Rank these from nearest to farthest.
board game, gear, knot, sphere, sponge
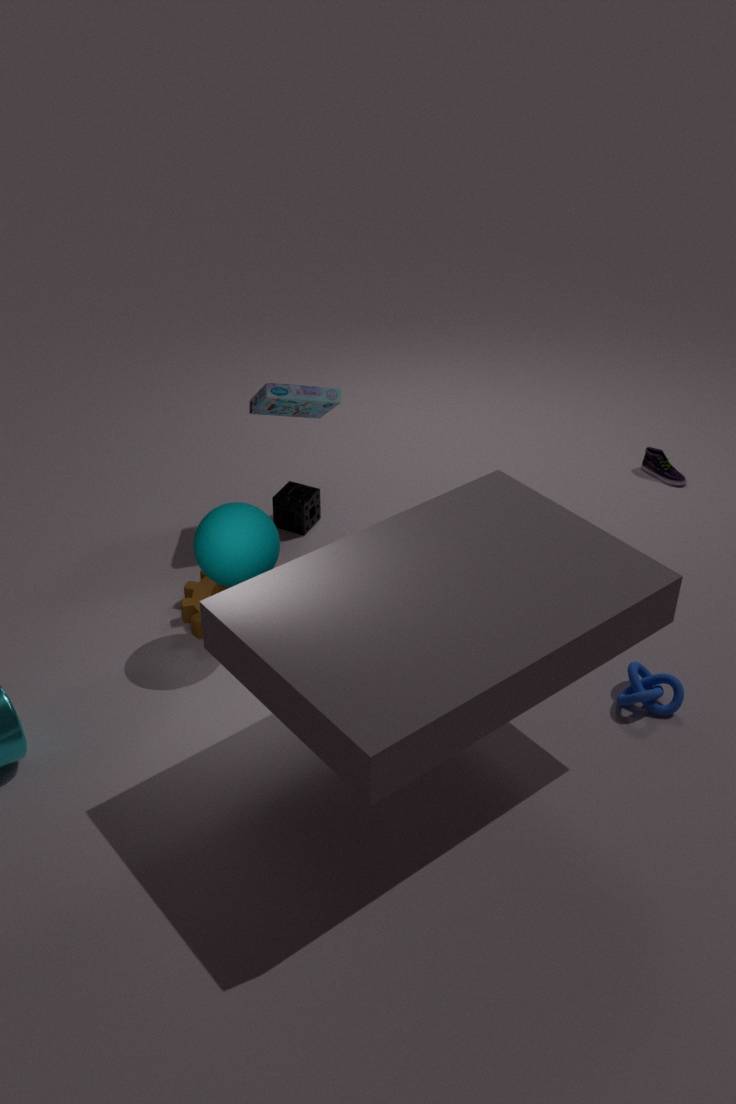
sphere, knot, gear, board game, sponge
